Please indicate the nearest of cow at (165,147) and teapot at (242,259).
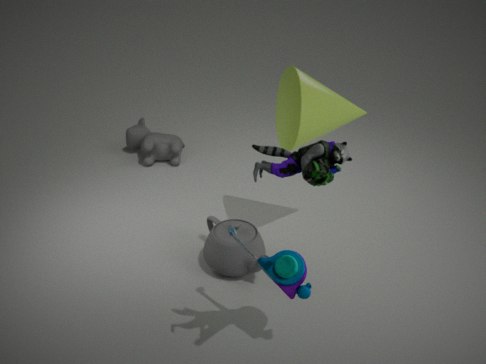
teapot at (242,259)
